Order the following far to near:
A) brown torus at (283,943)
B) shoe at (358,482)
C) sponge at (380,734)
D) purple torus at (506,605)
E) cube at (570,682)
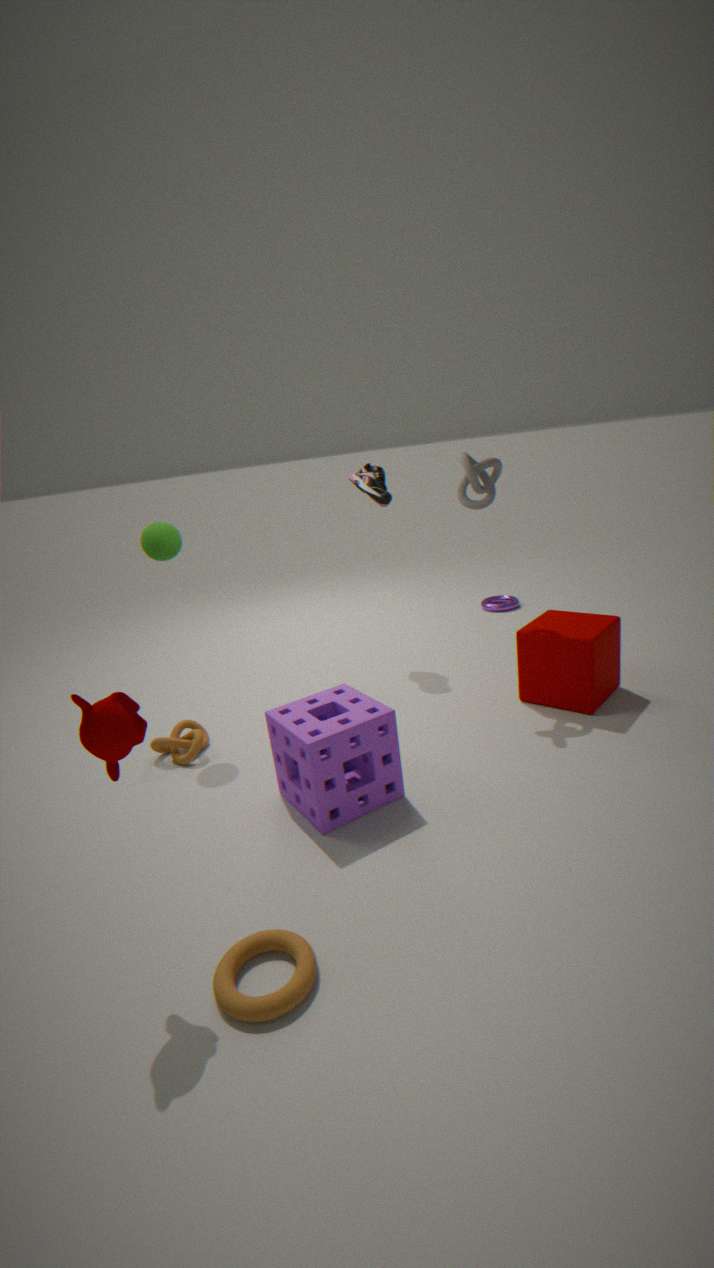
purple torus at (506,605) → shoe at (358,482) → cube at (570,682) → sponge at (380,734) → brown torus at (283,943)
